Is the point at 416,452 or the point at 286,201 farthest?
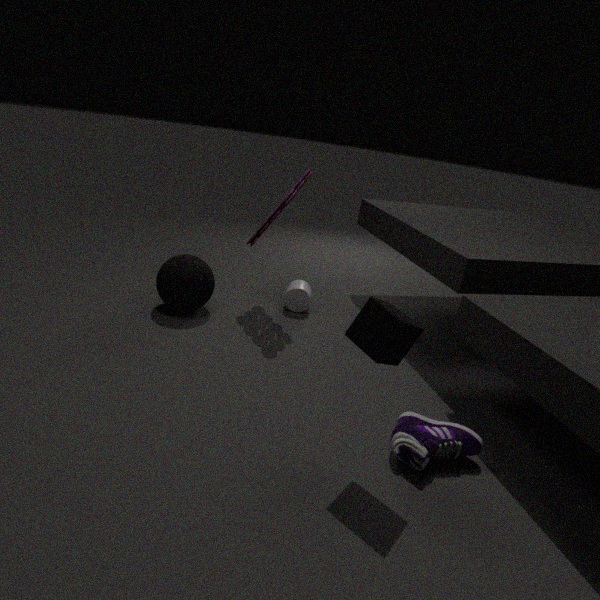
the point at 286,201
